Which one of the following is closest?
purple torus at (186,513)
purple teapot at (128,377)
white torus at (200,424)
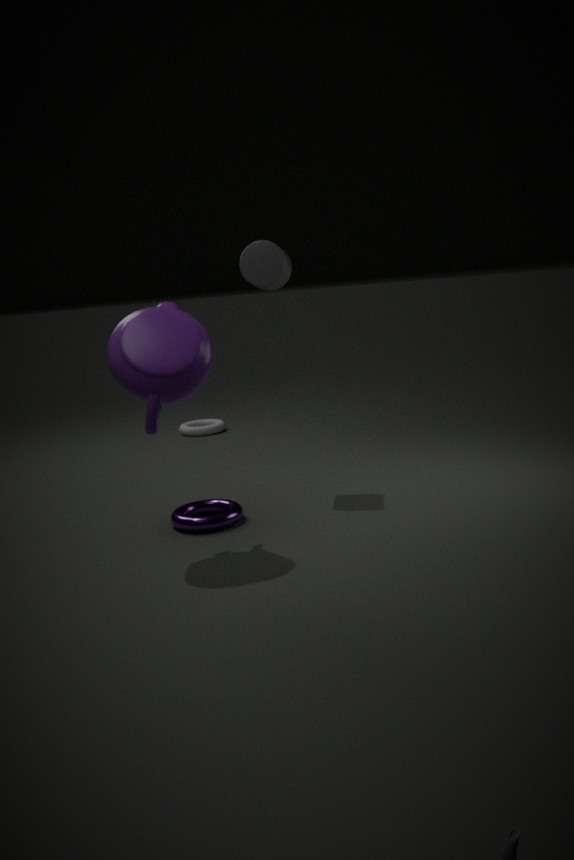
purple teapot at (128,377)
